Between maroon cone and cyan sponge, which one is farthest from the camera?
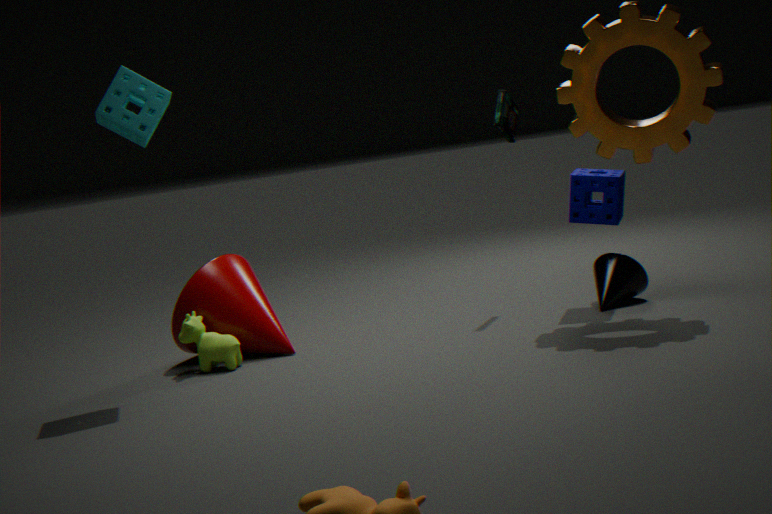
maroon cone
